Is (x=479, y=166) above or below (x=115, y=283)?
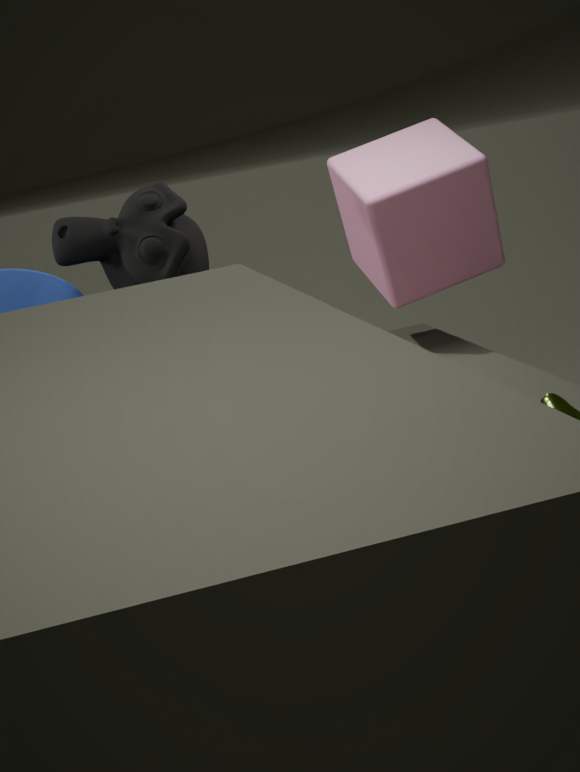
below
